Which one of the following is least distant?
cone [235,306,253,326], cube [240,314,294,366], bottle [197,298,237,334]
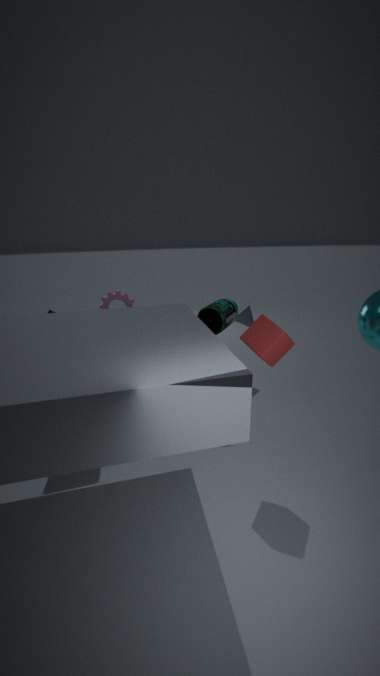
cube [240,314,294,366]
